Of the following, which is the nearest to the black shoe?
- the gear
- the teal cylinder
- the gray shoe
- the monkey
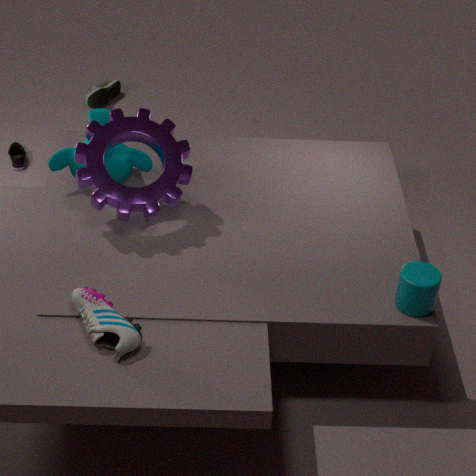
the monkey
